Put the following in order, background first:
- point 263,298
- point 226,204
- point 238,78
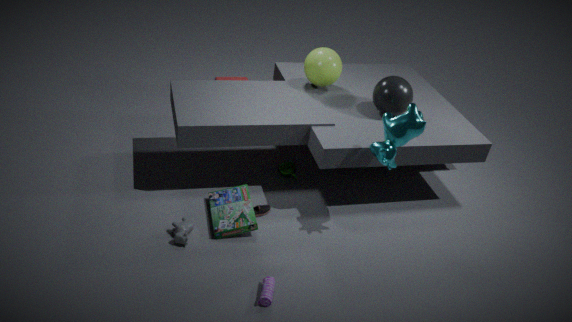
1. point 238,78
2. point 226,204
3. point 263,298
